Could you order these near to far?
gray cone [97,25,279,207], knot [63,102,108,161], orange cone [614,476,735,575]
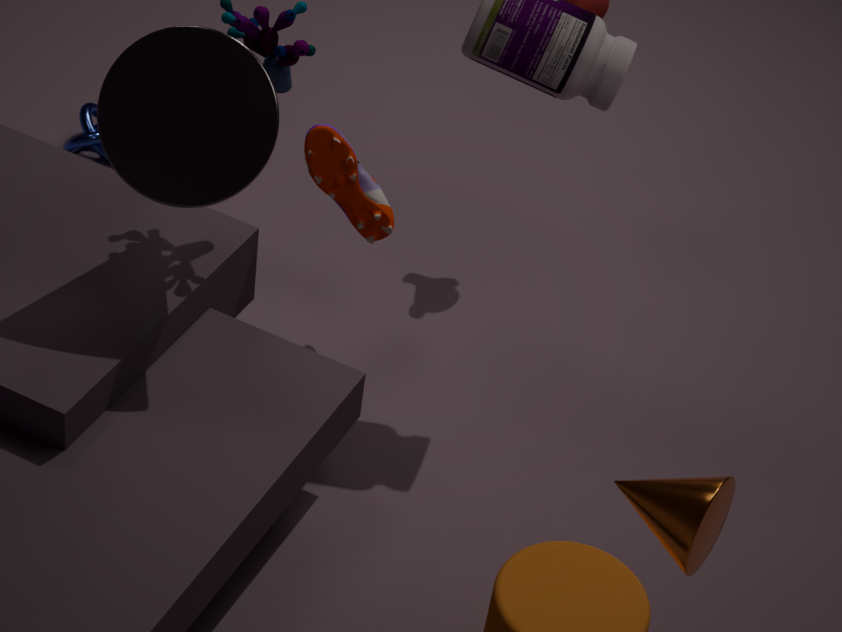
orange cone [614,476,735,575], gray cone [97,25,279,207], knot [63,102,108,161]
